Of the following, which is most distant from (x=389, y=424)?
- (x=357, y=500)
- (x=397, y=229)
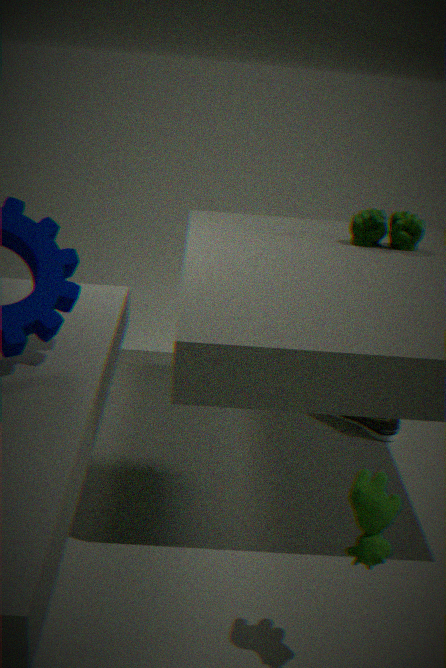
(x=357, y=500)
